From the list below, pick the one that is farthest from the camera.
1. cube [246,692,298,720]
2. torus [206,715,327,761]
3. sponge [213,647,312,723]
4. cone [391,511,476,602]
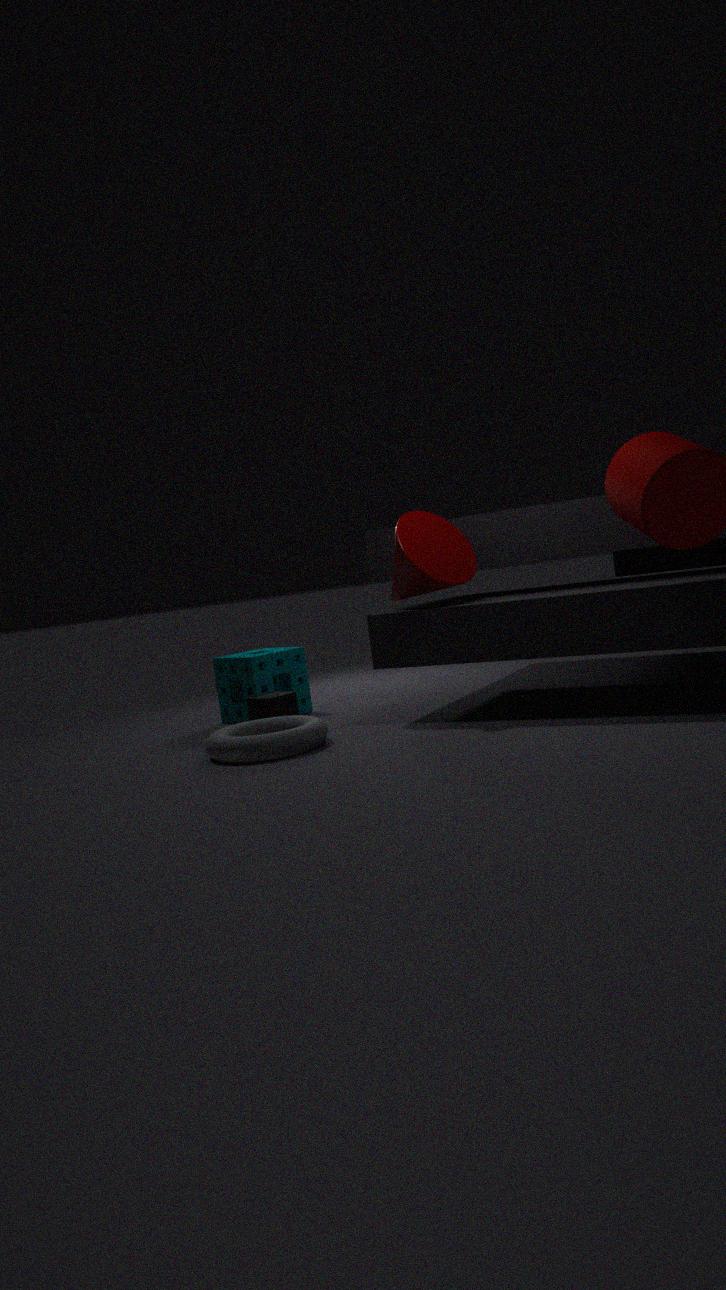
sponge [213,647,312,723]
